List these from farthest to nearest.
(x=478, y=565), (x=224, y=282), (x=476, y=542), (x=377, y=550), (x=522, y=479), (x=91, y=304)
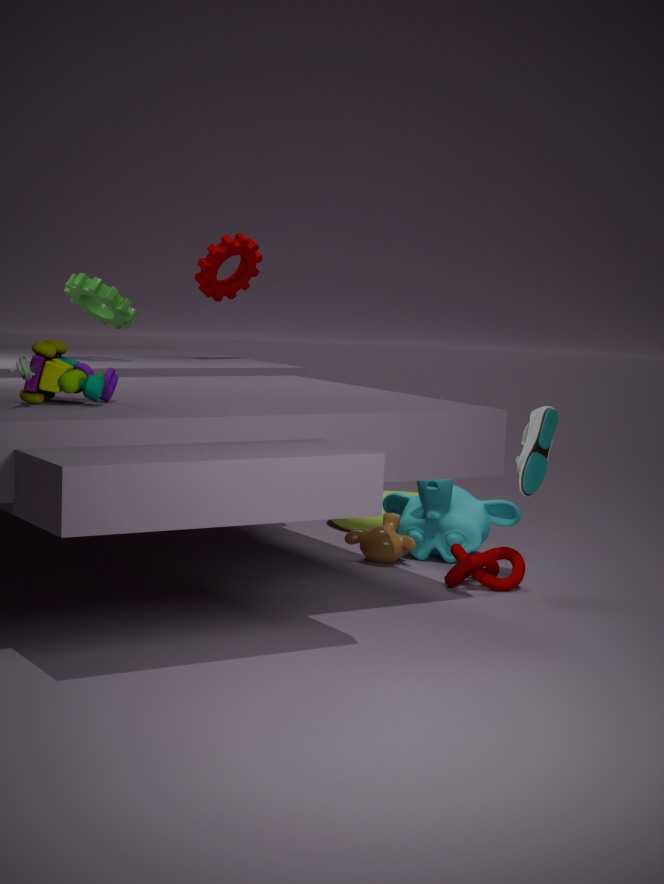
(x=224, y=282)
(x=91, y=304)
(x=476, y=542)
(x=377, y=550)
(x=478, y=565)
(x=522, y=479)
